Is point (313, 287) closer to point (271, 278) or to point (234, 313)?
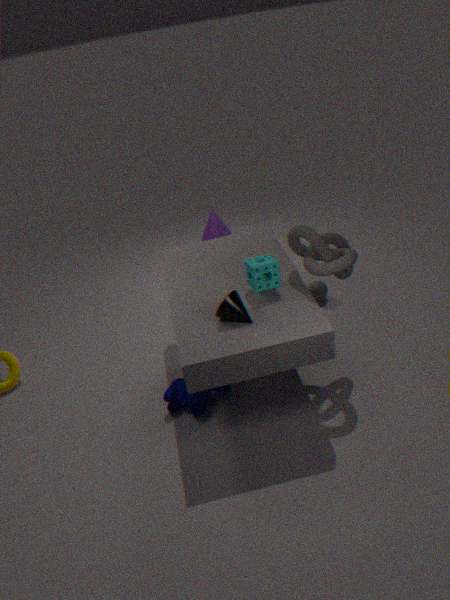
point (271, 278)
